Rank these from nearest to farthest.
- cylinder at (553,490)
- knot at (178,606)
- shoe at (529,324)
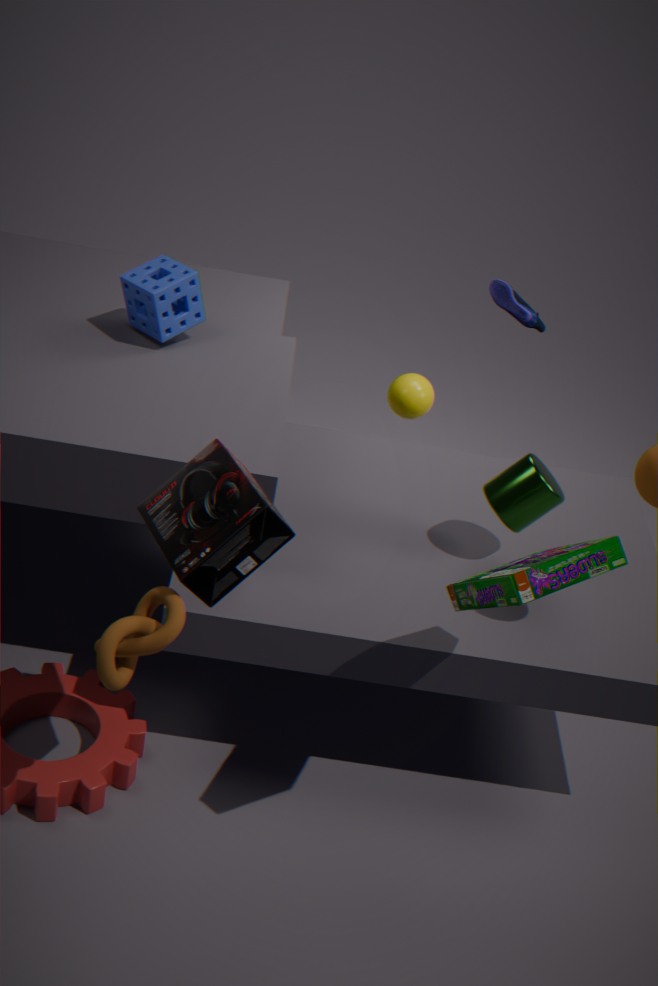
knot at (178,606) < cylinder at (553,490) < shoe at (529,324)
